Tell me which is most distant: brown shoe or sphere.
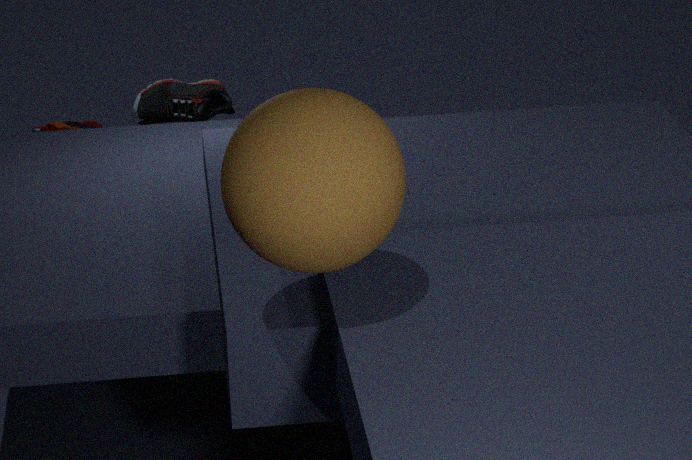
brown shoe
